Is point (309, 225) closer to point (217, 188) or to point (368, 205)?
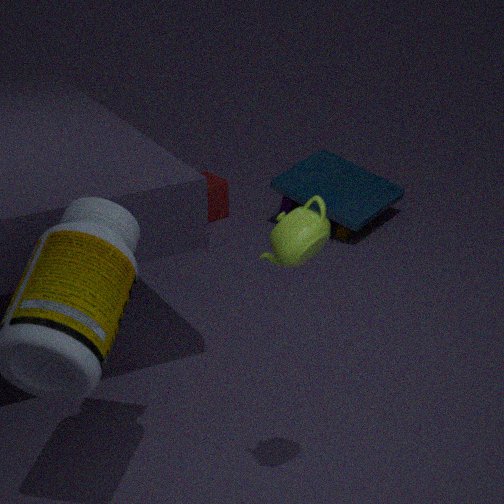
point (368, 205)
